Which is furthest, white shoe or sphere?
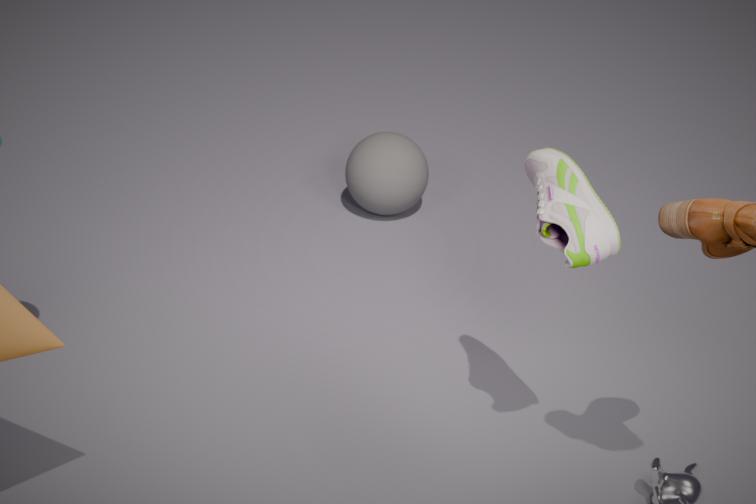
sphere
